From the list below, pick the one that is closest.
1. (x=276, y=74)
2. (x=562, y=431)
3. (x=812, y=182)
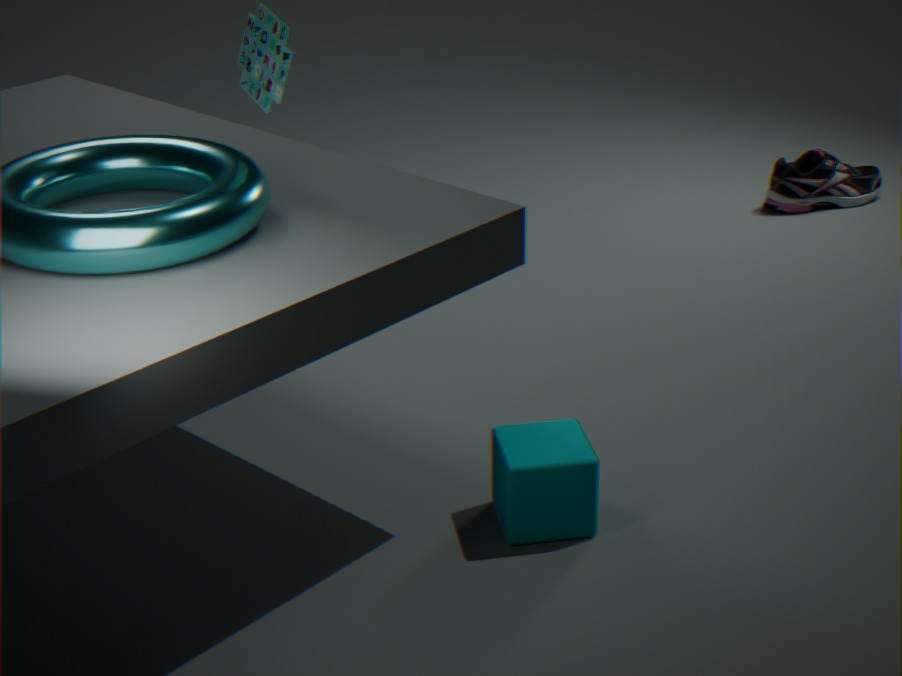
(x=276, y=74)
